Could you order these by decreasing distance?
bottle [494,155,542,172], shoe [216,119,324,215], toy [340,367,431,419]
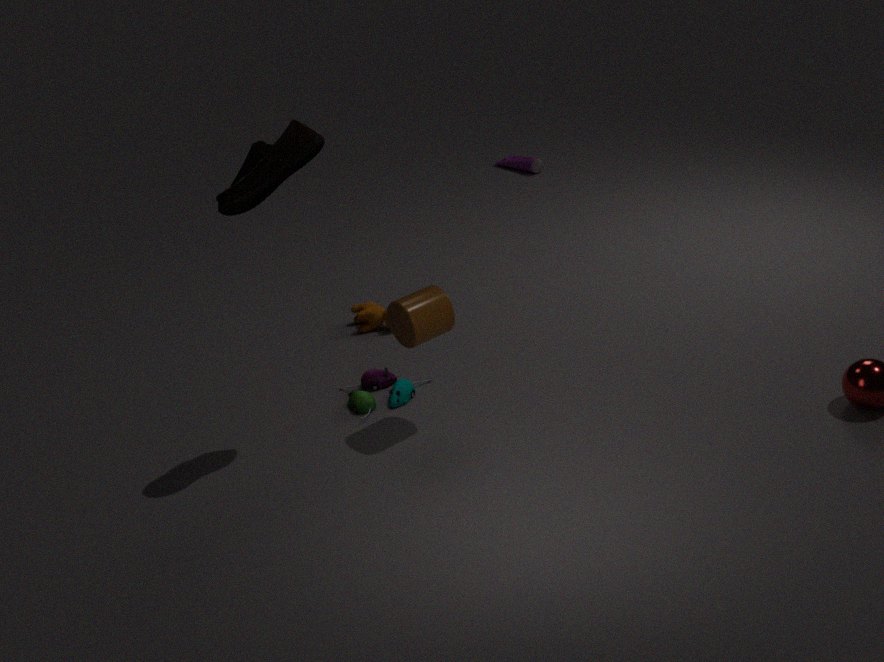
bottle [494,155,542,172] → toy [340,367,431,419] → shoe [216,119,324,215]
